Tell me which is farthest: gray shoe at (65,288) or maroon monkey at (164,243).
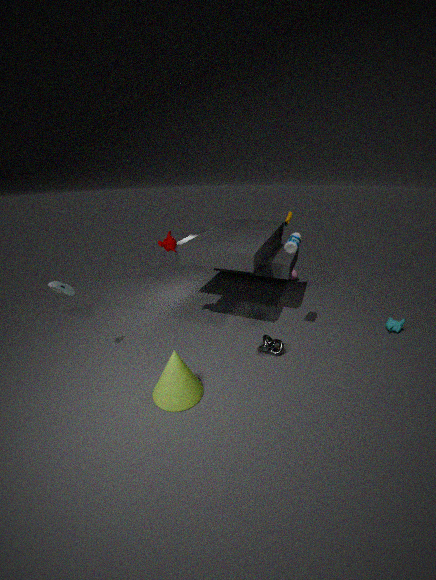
maroon monkey at (164,243)
